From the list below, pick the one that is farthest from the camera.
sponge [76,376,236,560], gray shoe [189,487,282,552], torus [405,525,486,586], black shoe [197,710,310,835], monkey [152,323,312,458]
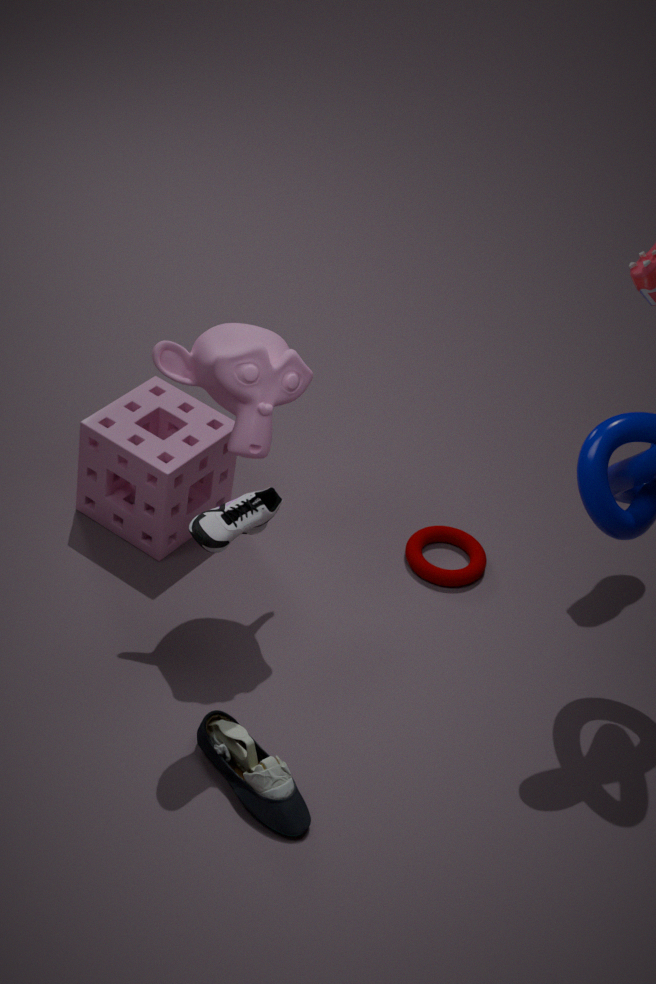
torus [405,525,486,586]
